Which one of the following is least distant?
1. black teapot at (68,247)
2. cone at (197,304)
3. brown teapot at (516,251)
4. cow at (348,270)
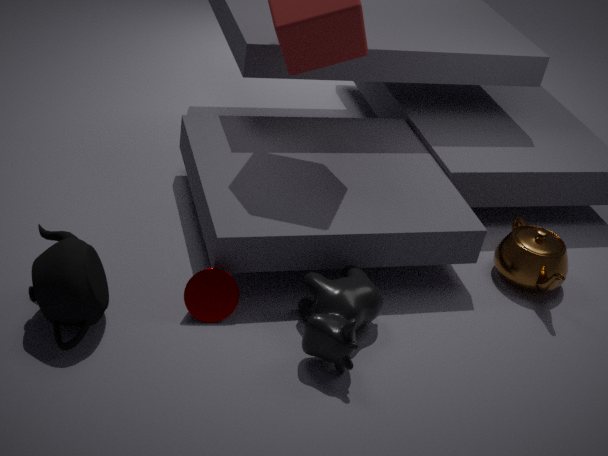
black teapot at (68,247)
